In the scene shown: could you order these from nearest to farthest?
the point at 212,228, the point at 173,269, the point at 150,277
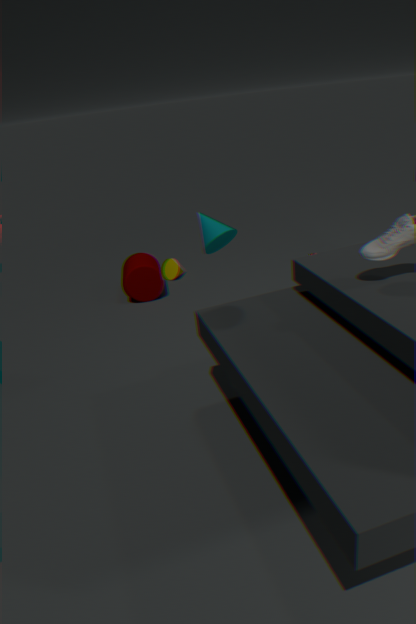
the point at 212,228 < the point at 150,277 < the point at 173,269
